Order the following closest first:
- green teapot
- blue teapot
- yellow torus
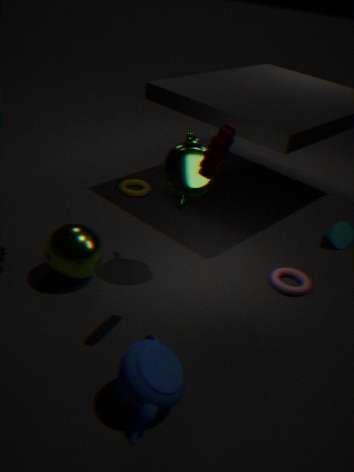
blue teapot, green teapot, yellow torus
